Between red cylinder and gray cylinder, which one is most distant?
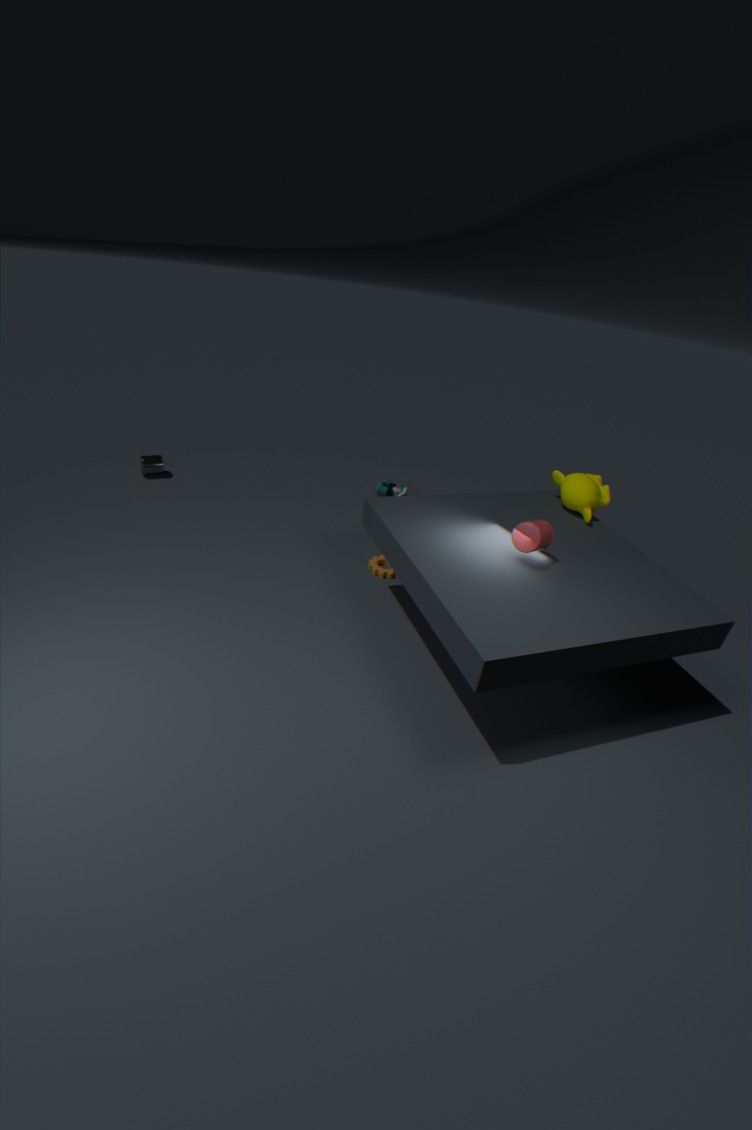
gray cylinder
